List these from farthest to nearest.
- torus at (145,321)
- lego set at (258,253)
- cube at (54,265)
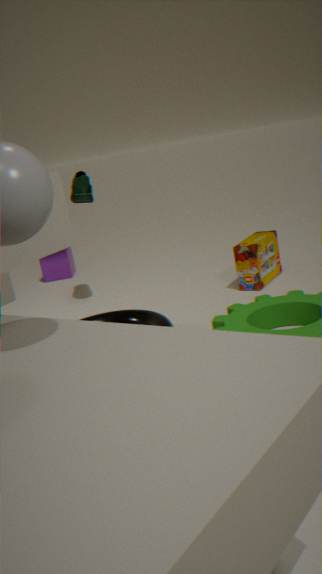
1. cube at (54,265)
2. lego set at (258,253)
3. torus at (145,321)
